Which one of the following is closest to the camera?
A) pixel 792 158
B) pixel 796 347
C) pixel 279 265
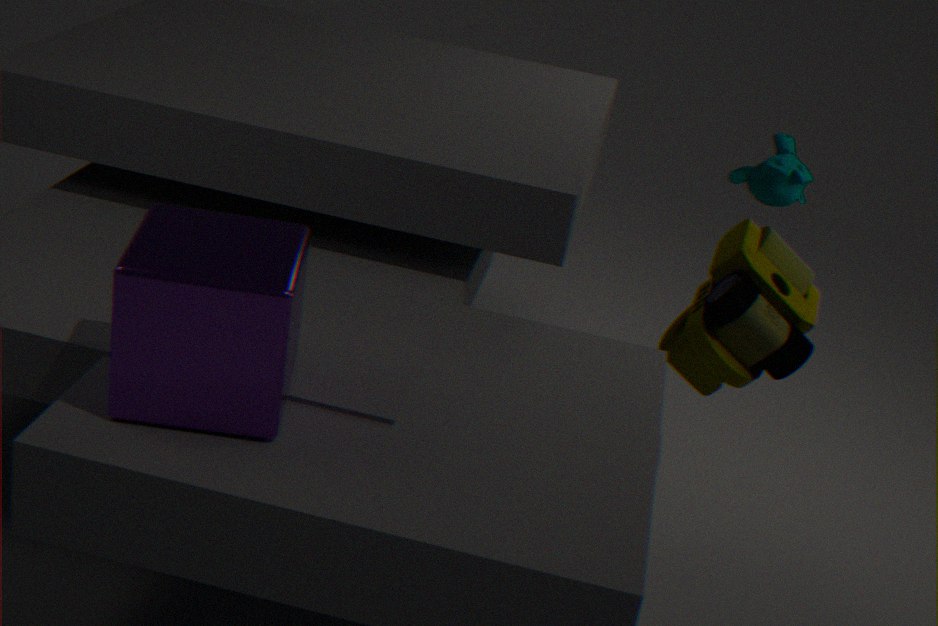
pixel 279 265
